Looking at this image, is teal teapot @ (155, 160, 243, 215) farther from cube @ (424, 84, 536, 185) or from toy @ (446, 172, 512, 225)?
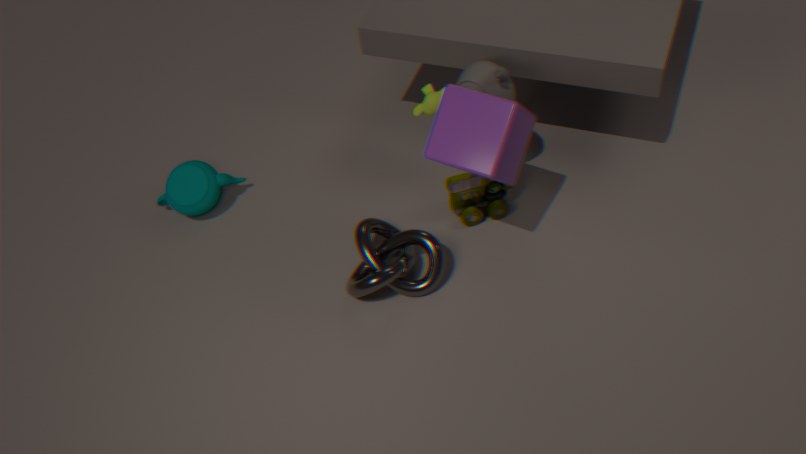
cube @ (424, 84, 536, 185)
